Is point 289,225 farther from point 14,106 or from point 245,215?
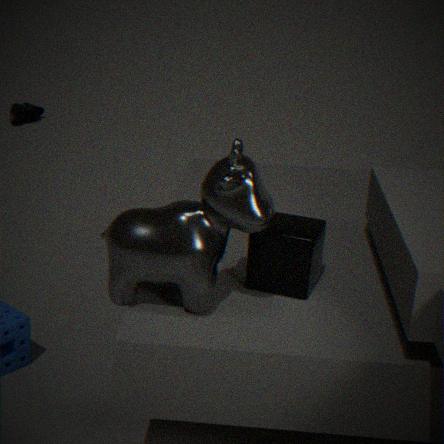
point 14,106
